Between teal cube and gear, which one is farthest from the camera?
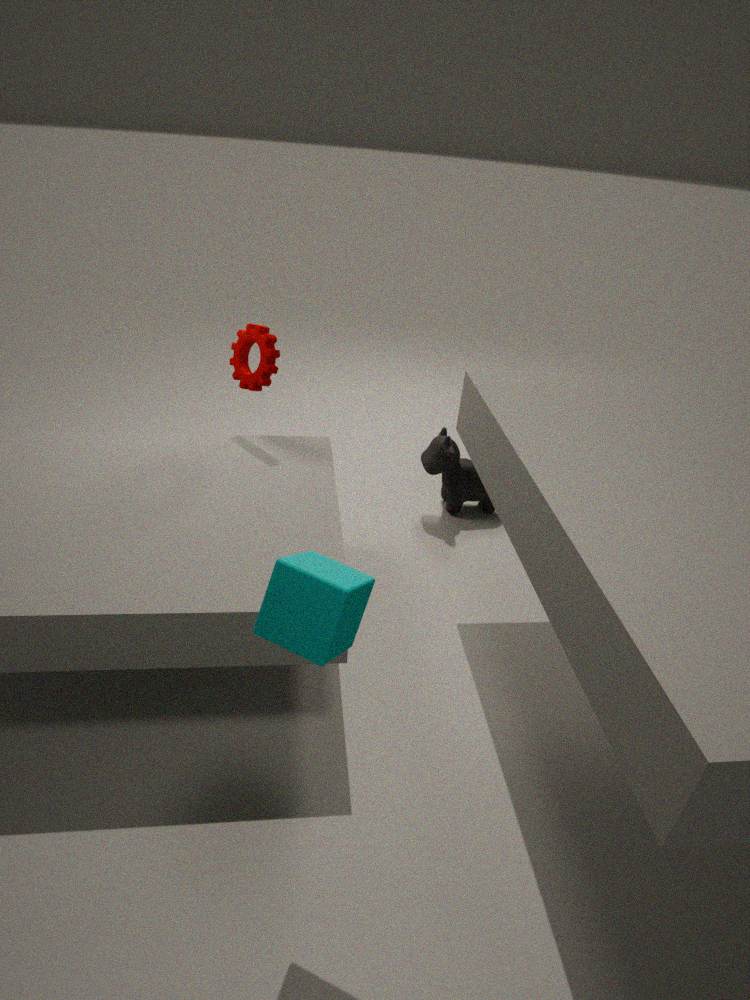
gear
